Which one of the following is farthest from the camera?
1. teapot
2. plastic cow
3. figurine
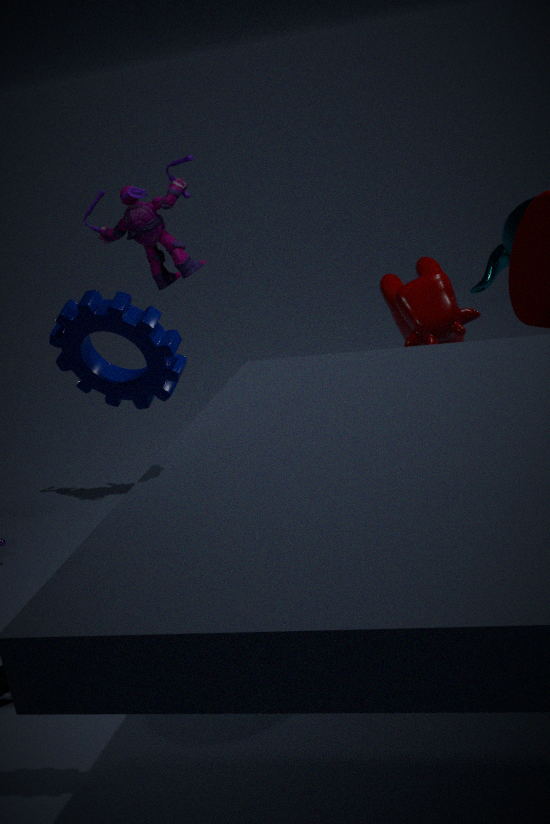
figurine
